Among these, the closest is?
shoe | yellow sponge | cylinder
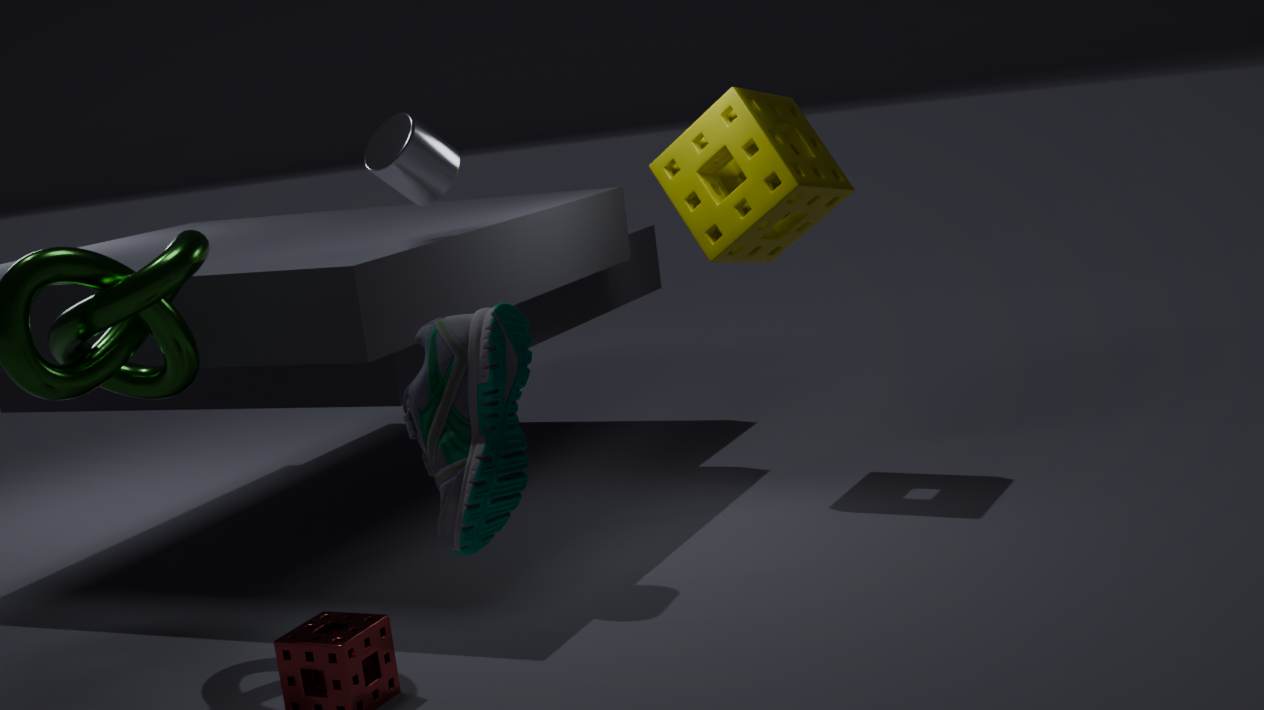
shoe
